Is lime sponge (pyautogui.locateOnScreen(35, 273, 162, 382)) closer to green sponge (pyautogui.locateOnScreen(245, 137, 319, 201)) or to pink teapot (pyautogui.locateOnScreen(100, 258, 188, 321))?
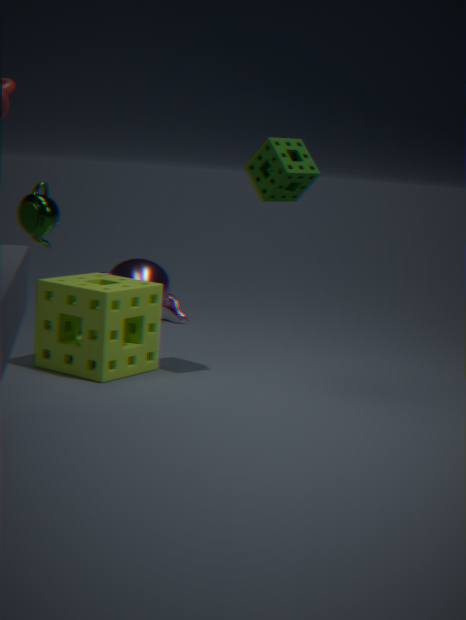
green sponge (pyautogui.locateOnScreen(245, 137, 319, 201))
